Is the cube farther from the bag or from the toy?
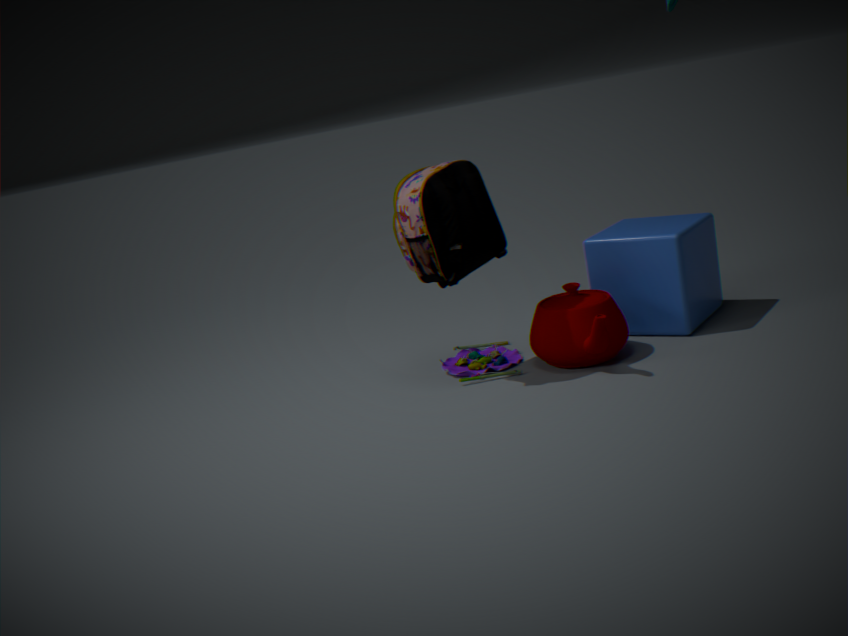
the bag
